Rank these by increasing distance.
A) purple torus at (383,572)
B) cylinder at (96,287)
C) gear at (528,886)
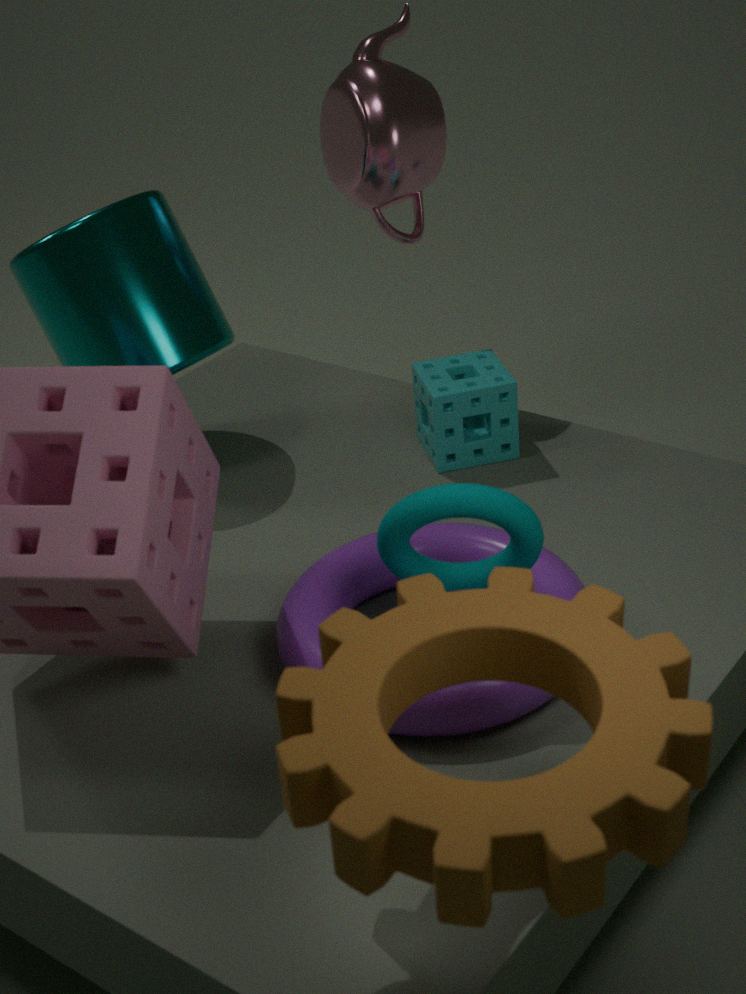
gear at (528,886) → purple torus at (383,572) → cylinder at (96,287)
